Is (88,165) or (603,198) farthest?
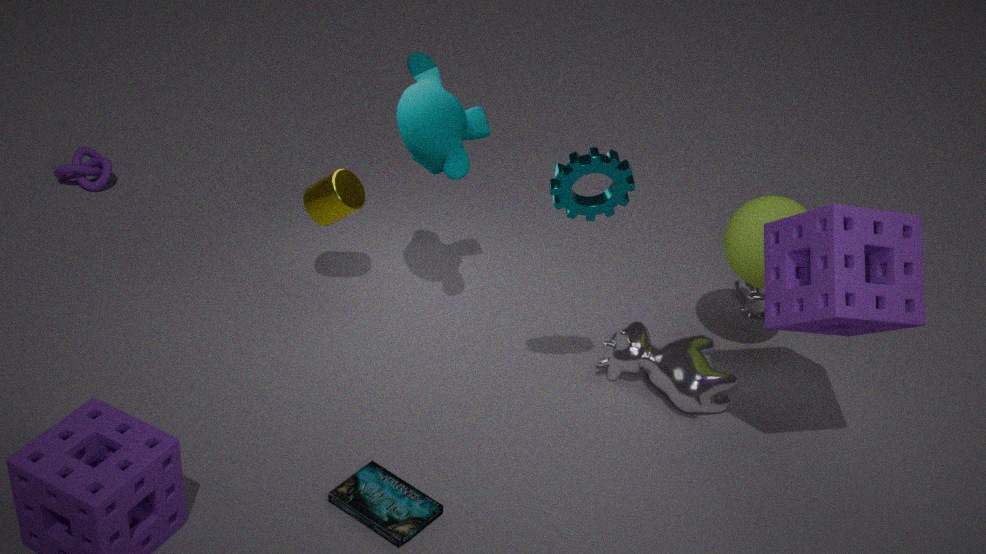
(88,165)
